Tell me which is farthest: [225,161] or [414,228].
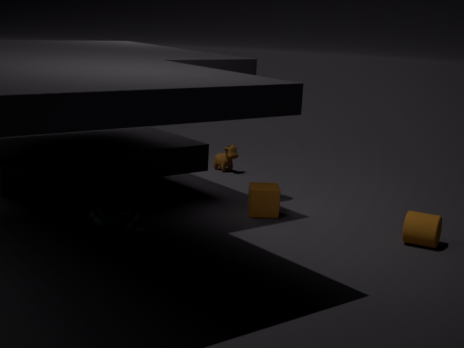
[225,161]
